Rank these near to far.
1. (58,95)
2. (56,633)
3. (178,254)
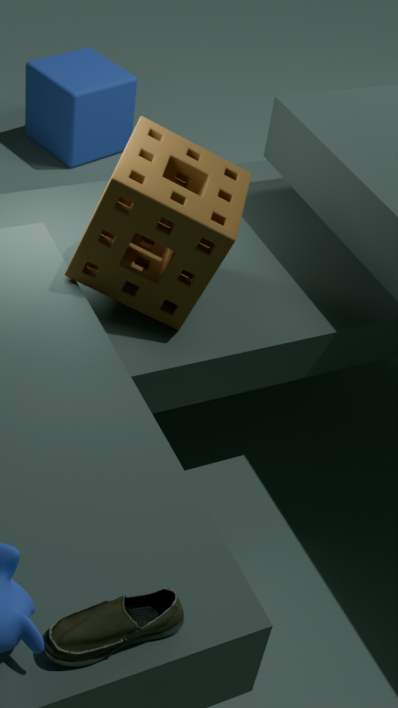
(56,633) → (178,254) → (58,95)
